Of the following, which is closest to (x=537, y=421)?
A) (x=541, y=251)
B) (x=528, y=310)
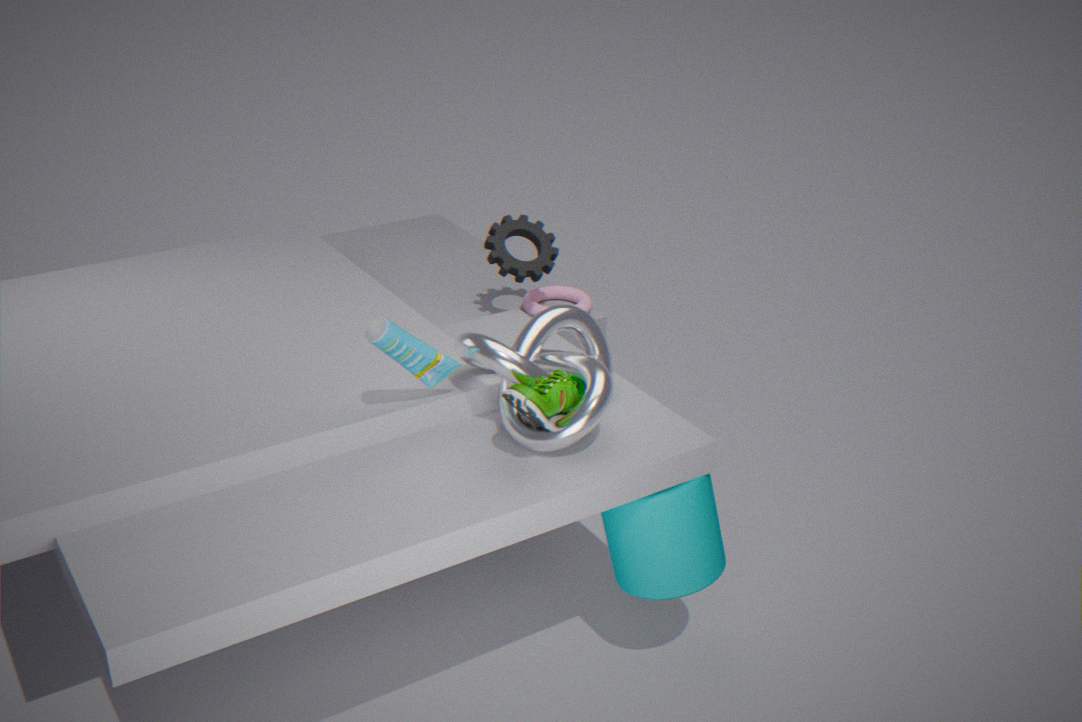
(x=541, y=251)
